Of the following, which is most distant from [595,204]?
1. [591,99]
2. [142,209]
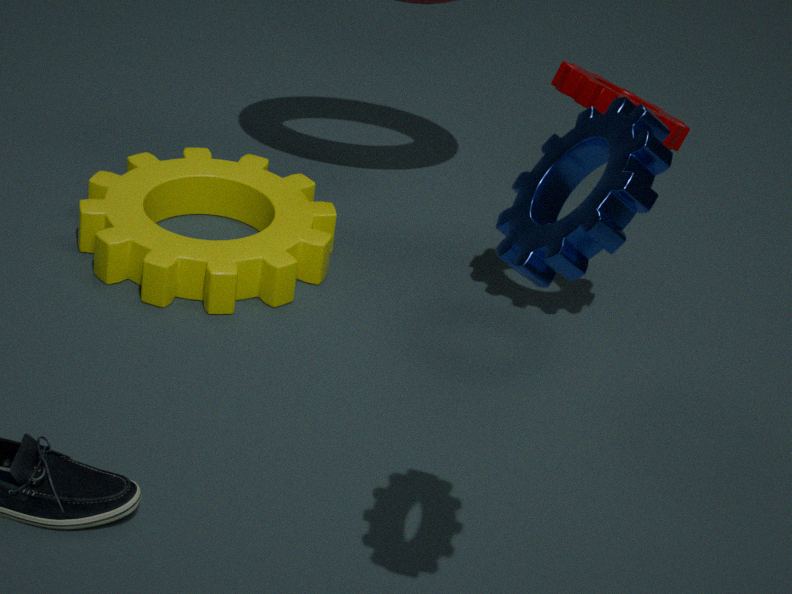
[142,209]
